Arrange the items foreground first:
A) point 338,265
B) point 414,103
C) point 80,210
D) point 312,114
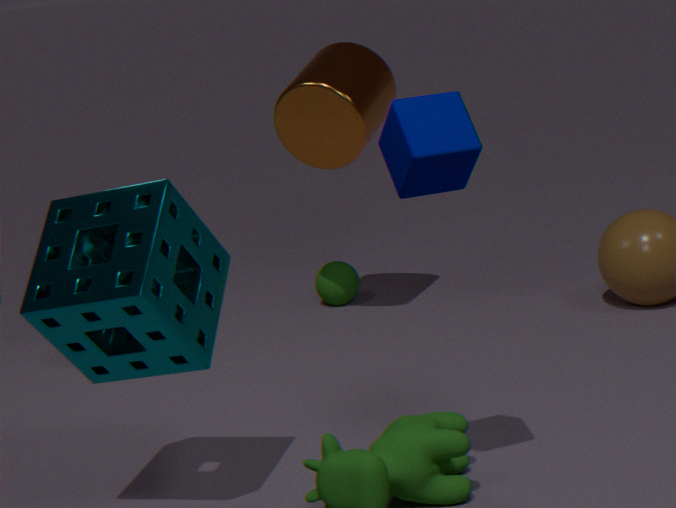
point 414,103 < point 80,210 < point 312,114 < point 338,265
